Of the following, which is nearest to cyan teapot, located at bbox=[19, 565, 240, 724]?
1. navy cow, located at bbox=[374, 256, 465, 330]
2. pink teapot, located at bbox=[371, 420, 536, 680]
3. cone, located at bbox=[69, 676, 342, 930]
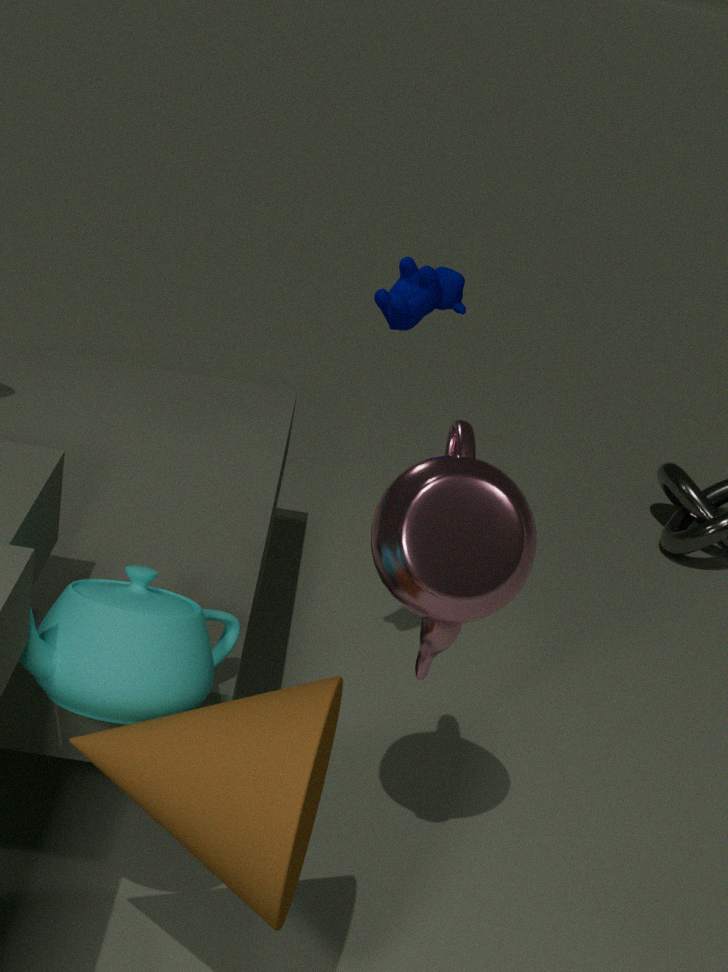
cone, located at bbox=[69, 676, 342, 930]
